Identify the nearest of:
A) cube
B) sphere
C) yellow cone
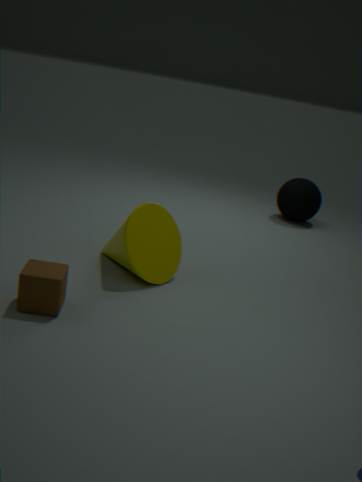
cube
